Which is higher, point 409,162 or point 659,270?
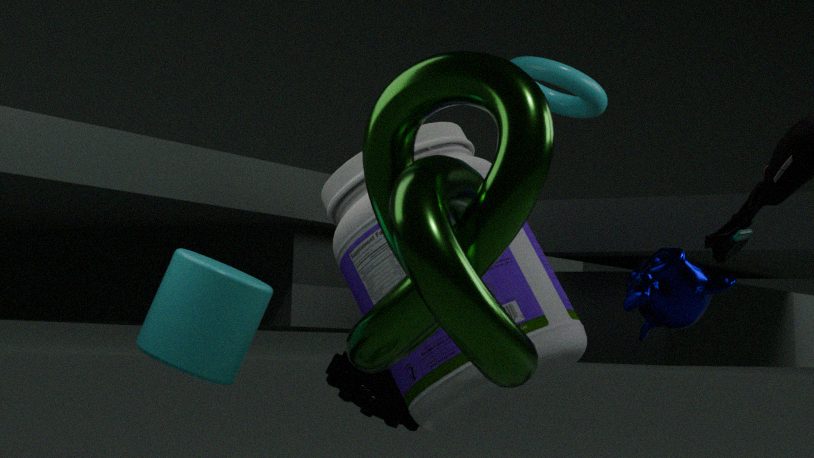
point 409,162
